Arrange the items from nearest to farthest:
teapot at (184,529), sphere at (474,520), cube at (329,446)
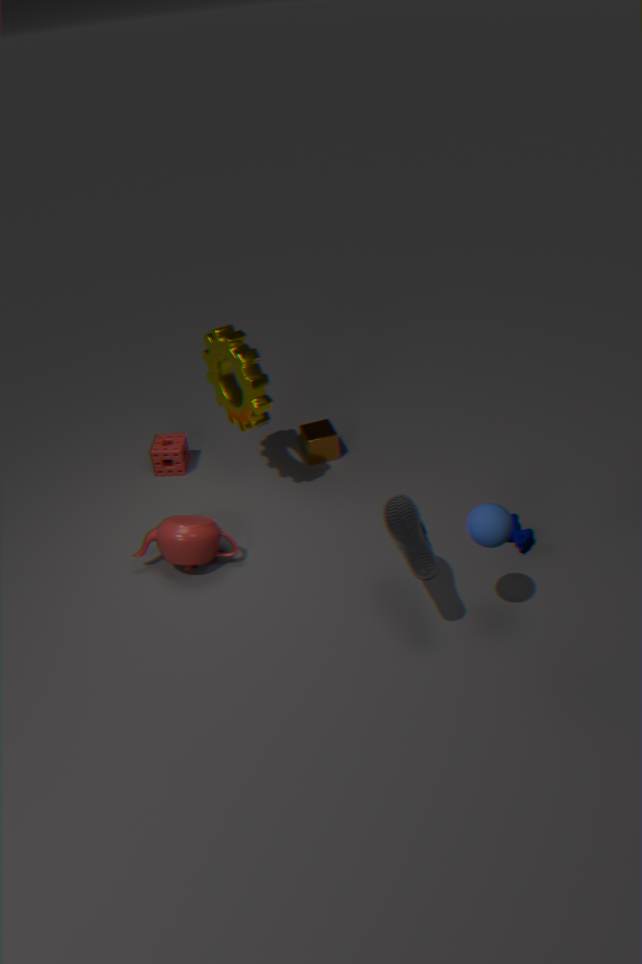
1. sphere at (474,520)
2. teapot at (184,529)
3. cube at (329,446)
